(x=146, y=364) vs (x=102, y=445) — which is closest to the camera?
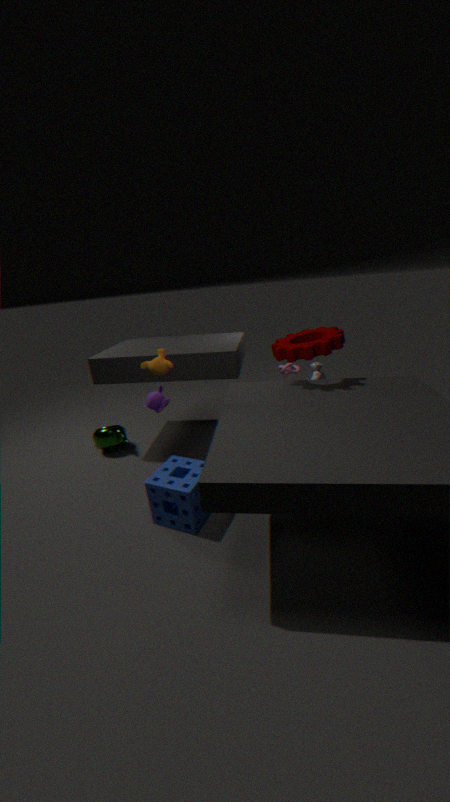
(x=146, y=364)
